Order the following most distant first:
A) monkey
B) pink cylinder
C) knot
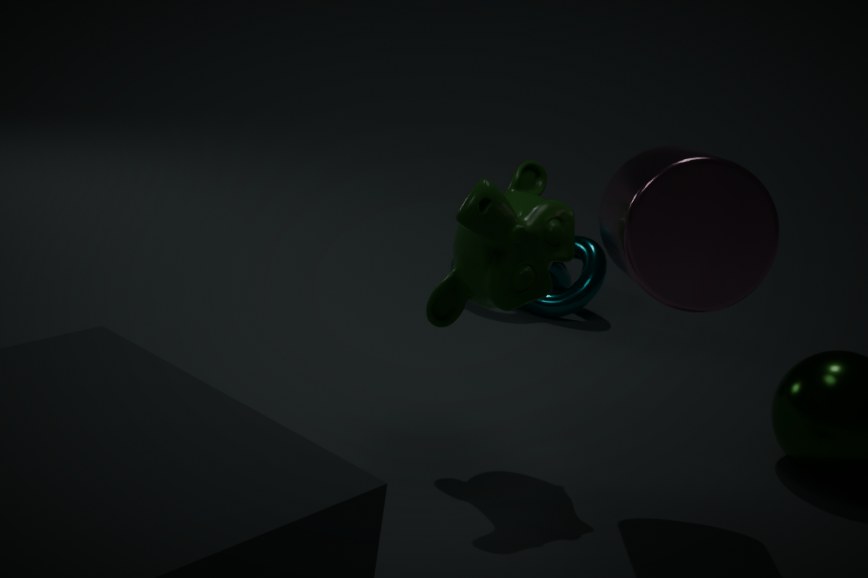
knot, monkey, pink cylinder
